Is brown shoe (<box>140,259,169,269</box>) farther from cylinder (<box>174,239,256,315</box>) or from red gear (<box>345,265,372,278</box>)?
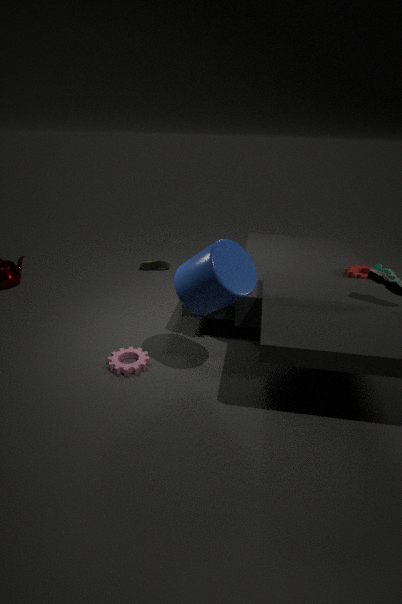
red gear (<box>345,265,372,278</box>)
